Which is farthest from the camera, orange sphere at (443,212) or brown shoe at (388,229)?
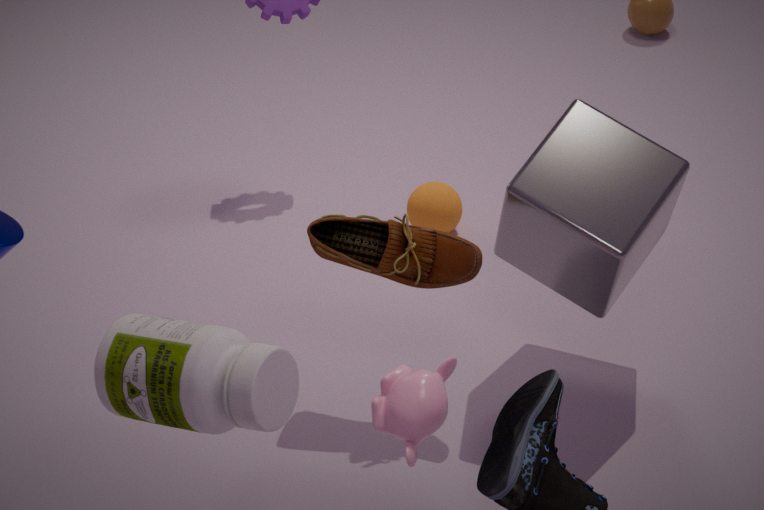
orange sphere at (443,212)
